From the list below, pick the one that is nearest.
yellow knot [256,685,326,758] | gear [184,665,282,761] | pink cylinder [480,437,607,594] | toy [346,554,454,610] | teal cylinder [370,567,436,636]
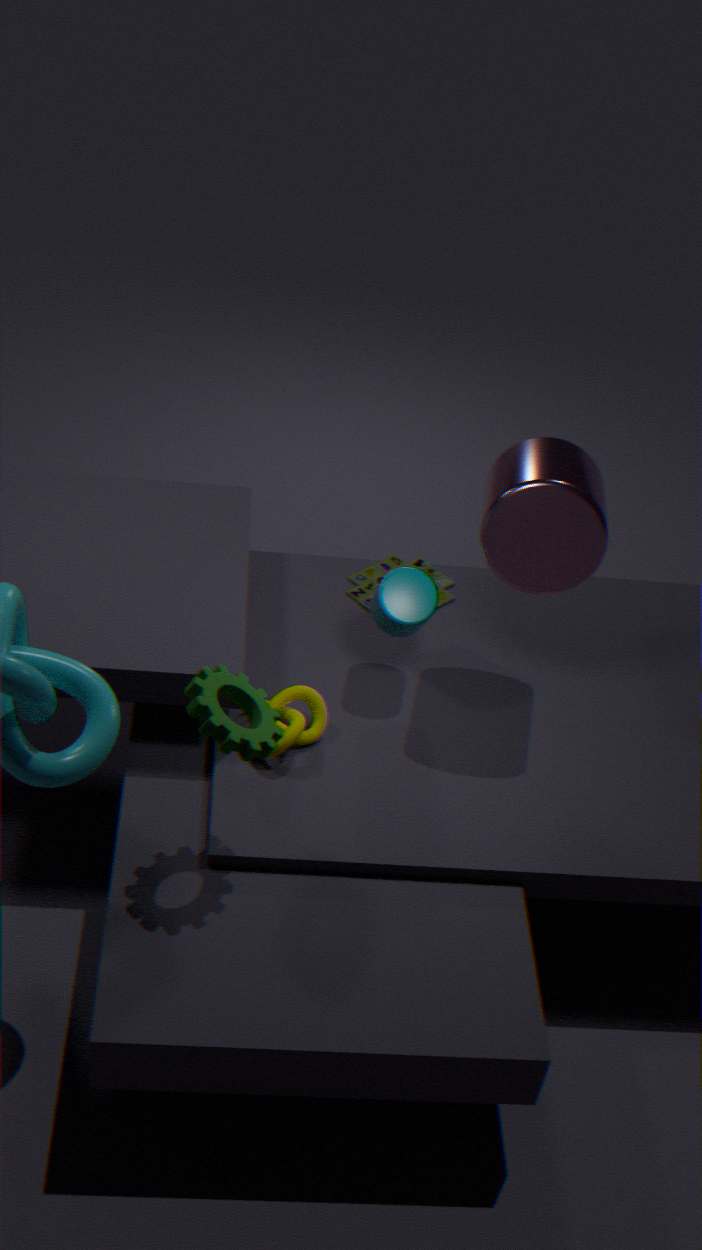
gear [184,665,282,761]
